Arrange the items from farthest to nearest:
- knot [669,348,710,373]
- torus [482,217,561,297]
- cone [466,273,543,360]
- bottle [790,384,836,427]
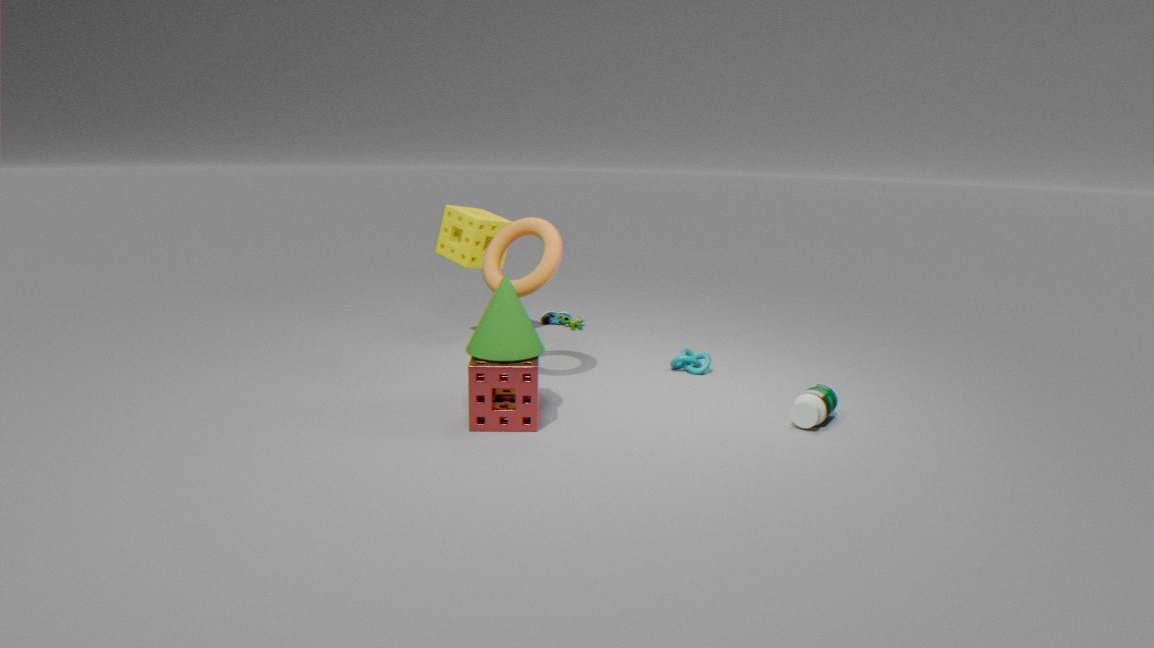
knot [669,348,710,373] < torus [482,217,561,297] < bottle [790,384,836,427] < cone [466,273,543,360]
